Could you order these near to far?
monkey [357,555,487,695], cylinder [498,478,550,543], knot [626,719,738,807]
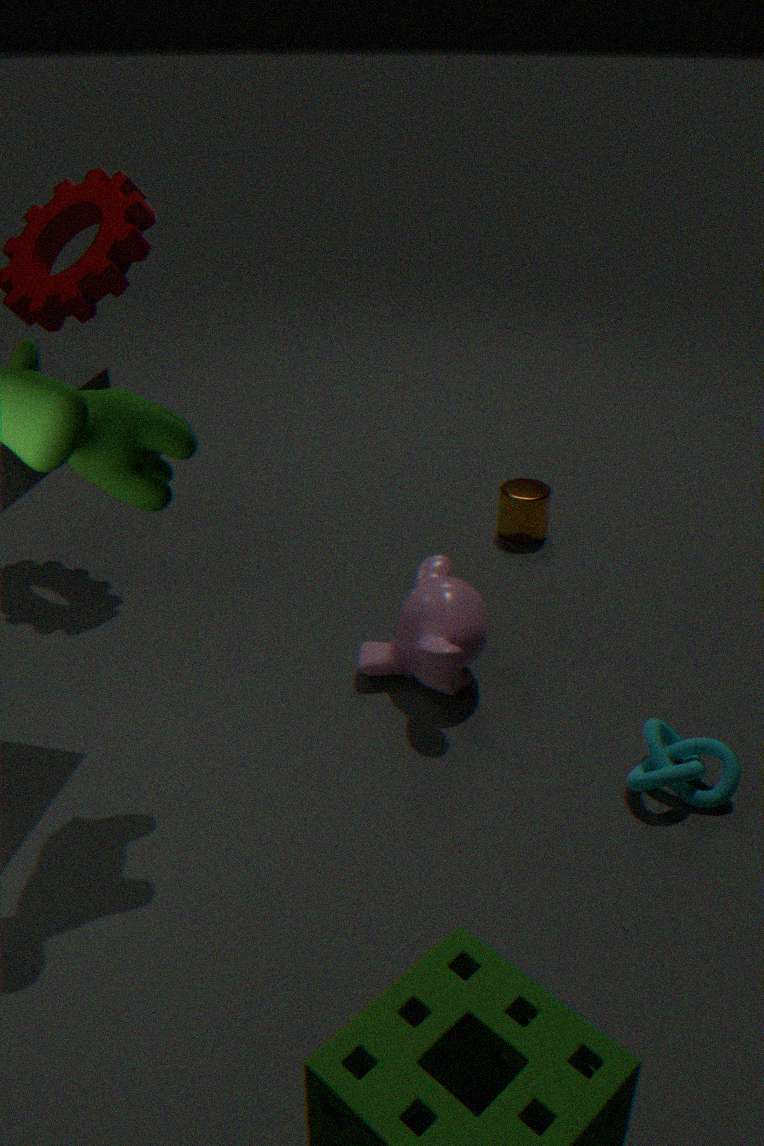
knot [626,719,738,807] < monkey [357,555,487,695] < cylinder [498,478,550,543]
